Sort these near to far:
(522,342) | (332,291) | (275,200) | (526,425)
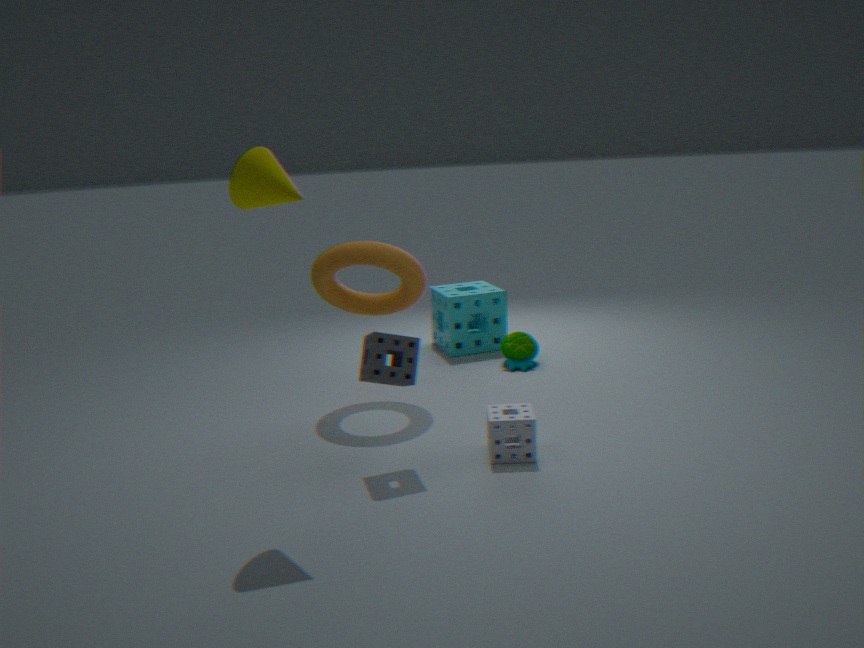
(275,200) < (526,425) < (332,291) < (522,342)
